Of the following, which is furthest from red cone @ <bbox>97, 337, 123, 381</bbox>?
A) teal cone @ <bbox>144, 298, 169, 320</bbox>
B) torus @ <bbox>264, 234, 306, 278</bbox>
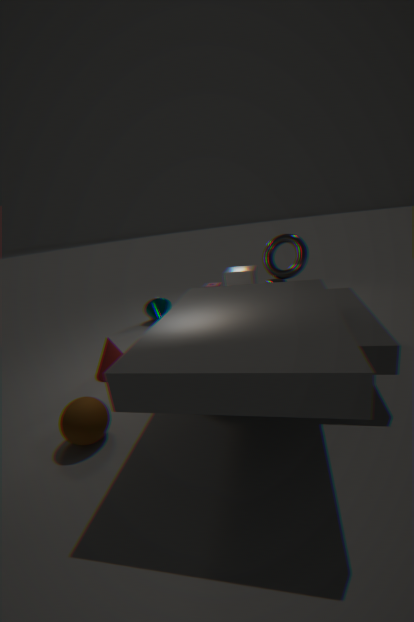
torus @ <bbox>264, 234, 306, 278</bbox>
